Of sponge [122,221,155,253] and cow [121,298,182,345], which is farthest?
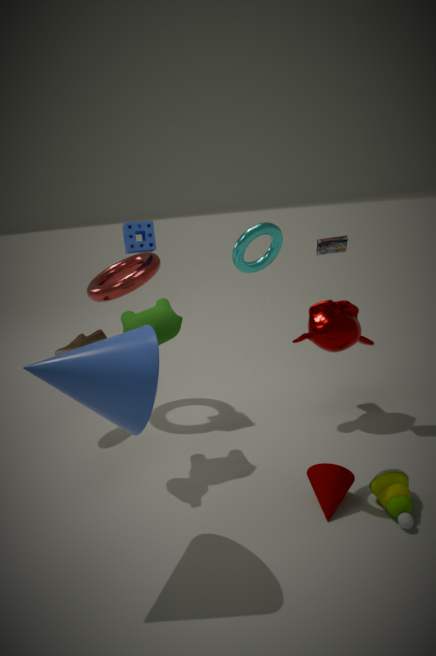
sponge [122,221,155,253]
